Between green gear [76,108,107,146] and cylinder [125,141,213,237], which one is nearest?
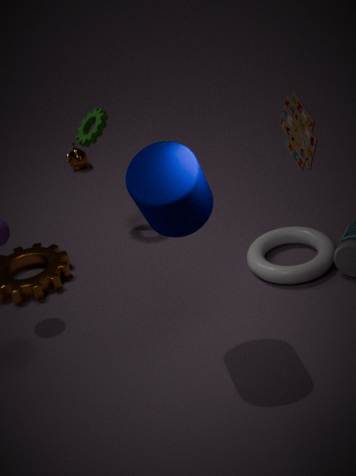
cylinder [125,141,213,237]
